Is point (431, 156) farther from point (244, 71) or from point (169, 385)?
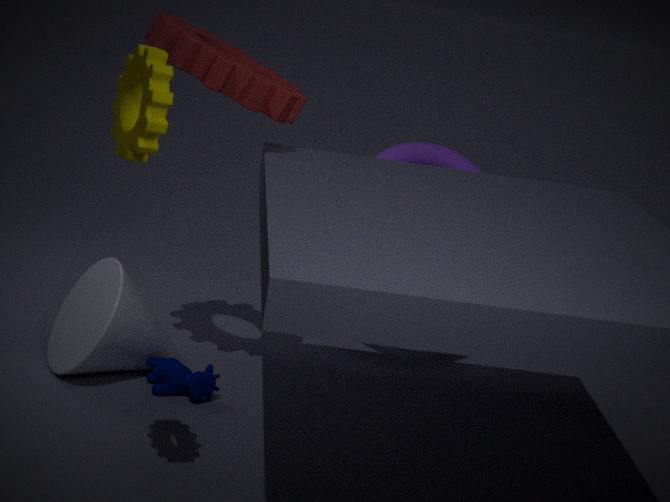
point (169, 385)
